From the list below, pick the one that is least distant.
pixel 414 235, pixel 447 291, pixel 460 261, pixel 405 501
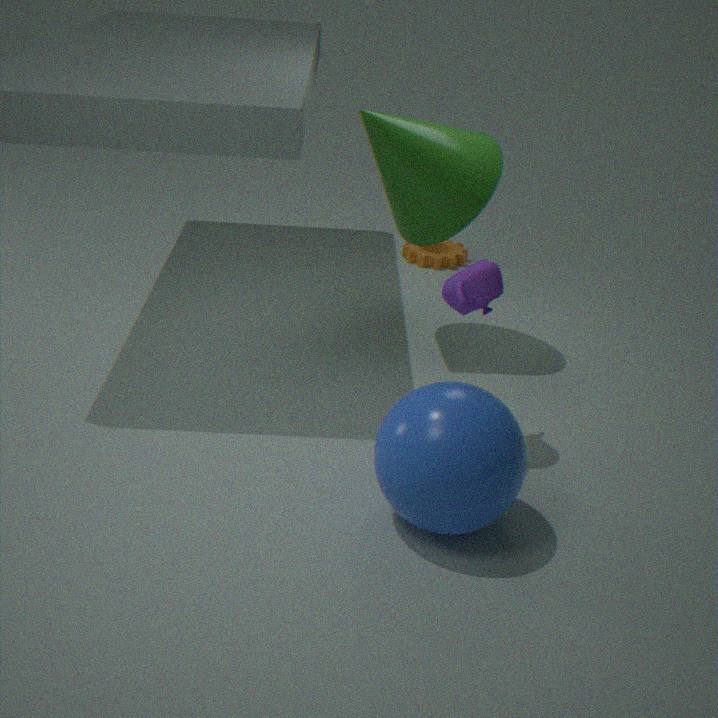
pixel 405 501
